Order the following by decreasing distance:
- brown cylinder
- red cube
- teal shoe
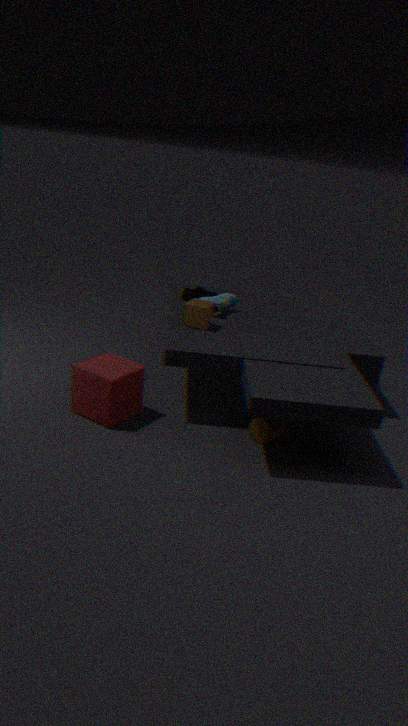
1. teal shoe
2. brown cylinder
3. red cube
